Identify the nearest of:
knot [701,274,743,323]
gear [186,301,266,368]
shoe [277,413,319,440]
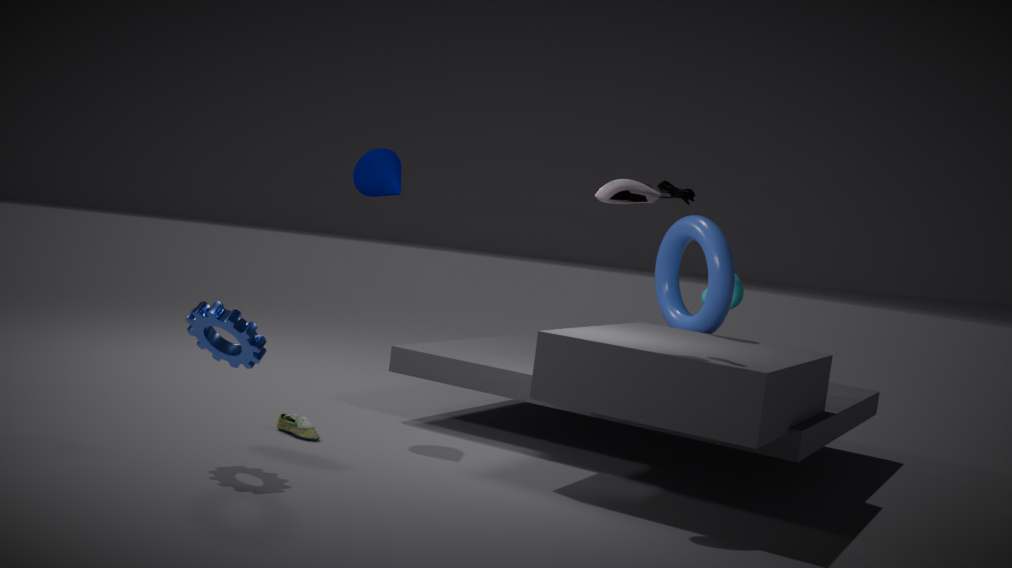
gear [186,301,266,368]
